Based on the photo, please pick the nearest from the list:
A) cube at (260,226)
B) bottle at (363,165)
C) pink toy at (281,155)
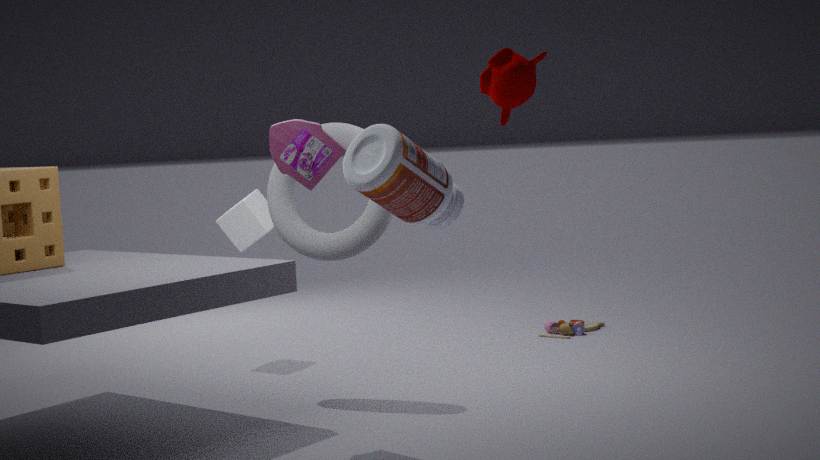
bottle at (363,165)
